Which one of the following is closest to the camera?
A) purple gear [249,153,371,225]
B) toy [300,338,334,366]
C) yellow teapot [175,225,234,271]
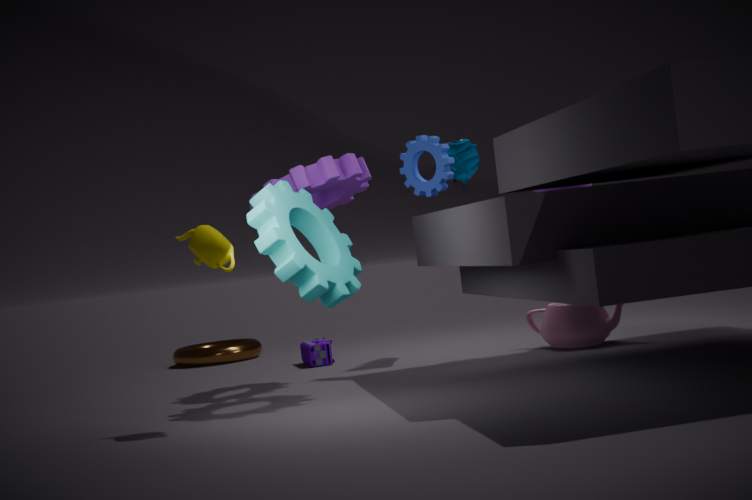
yellow teapot [175,225,234,271]
